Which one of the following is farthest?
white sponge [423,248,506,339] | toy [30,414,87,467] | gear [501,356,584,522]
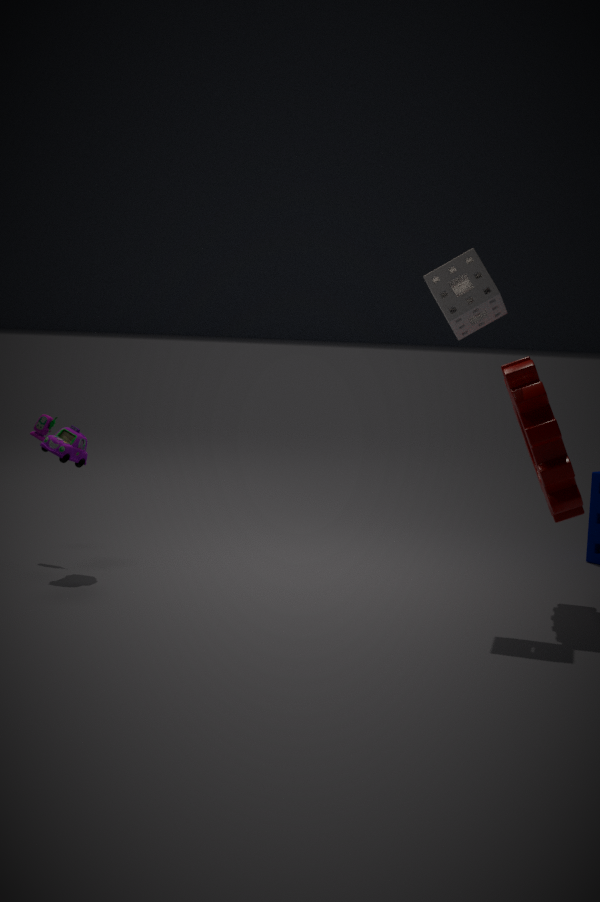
toy [30,414,87,467]
